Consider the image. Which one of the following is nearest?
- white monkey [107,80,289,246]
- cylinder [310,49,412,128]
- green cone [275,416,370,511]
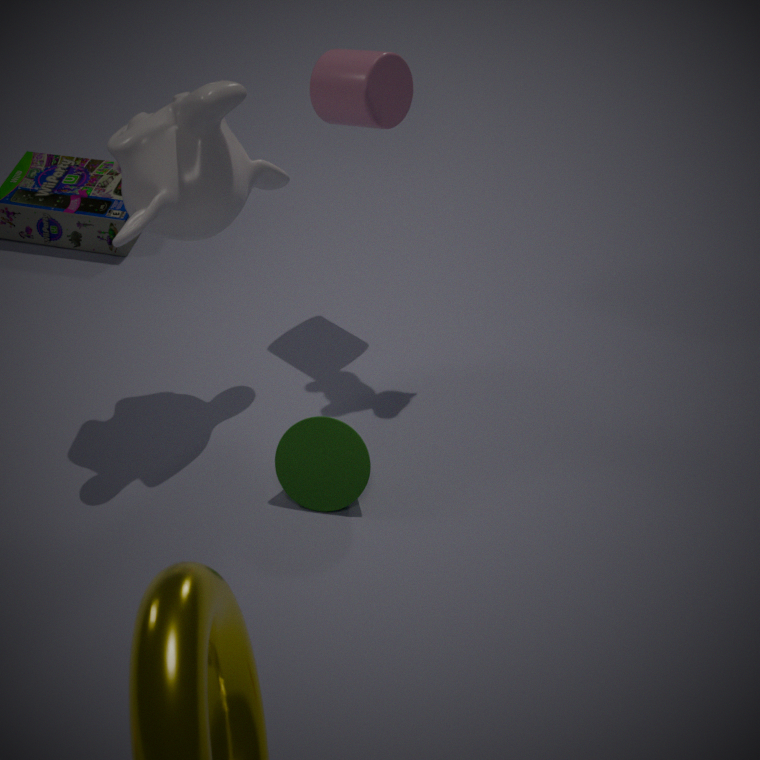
white monkey [107,80,289,246]
